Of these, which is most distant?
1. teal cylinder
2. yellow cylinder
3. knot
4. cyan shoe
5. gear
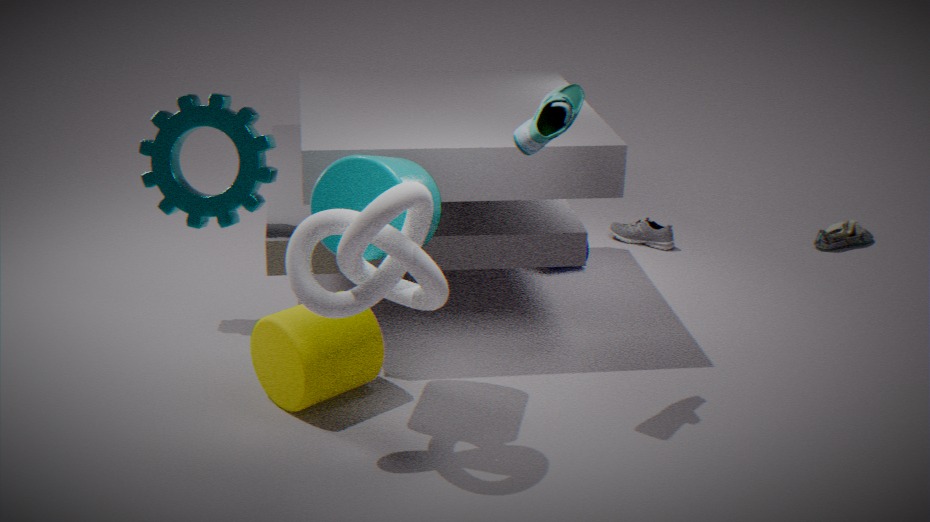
gear
